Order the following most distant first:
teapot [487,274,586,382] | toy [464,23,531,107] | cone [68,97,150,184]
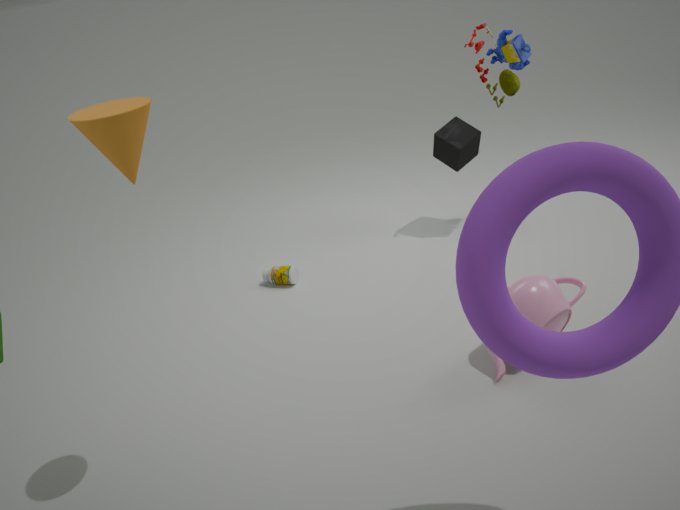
toy [464,23,531,107] → teapot [487,274,586,382] → cone [68,97,150,184]
